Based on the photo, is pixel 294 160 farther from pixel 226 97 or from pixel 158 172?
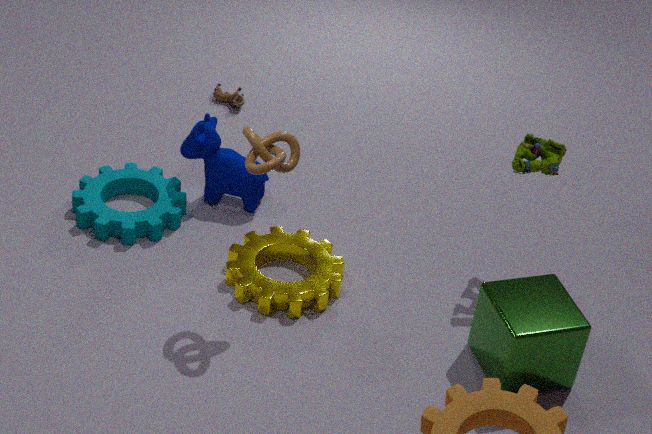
pixel 226 97
